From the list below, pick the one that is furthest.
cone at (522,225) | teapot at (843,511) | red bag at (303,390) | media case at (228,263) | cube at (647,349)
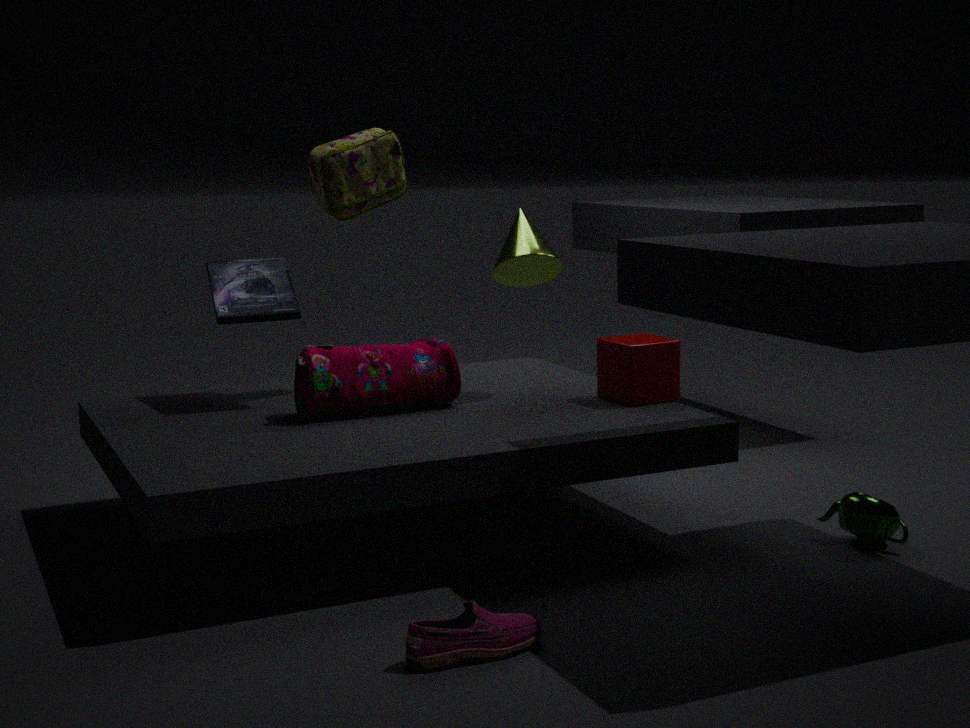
cone at (522,225)
